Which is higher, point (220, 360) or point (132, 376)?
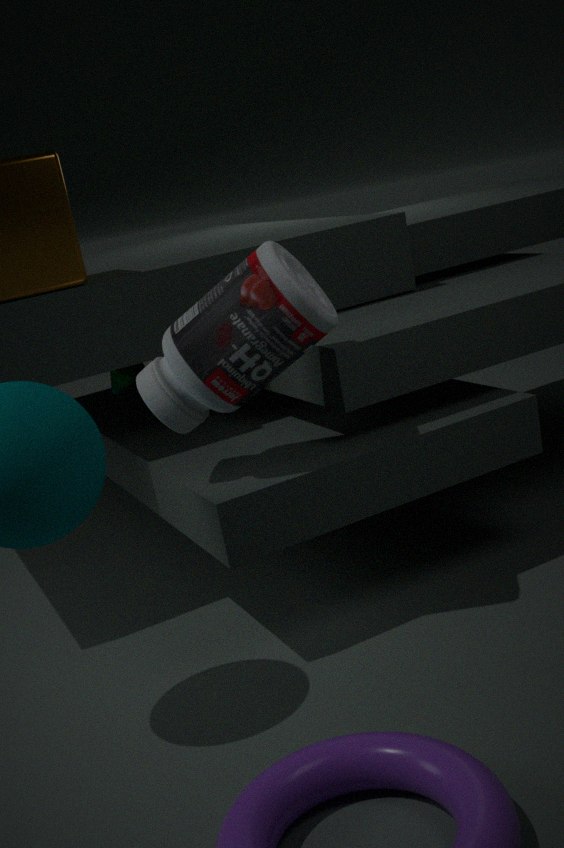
point (220, 360)
